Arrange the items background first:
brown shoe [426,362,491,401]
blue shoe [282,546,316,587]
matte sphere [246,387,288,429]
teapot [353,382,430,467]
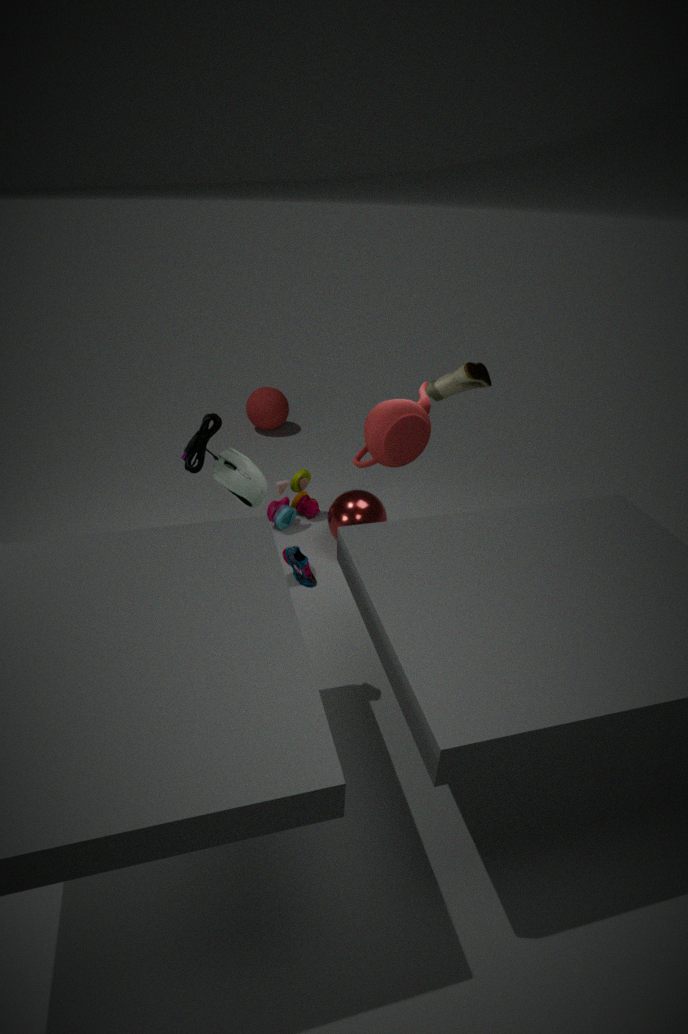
1. matte sphere [246,387,288,429]
2. brown shoe [426,362,491,401]
3. teapot [353,382,430,467]
4. blue shoe [282,546,316,587]
